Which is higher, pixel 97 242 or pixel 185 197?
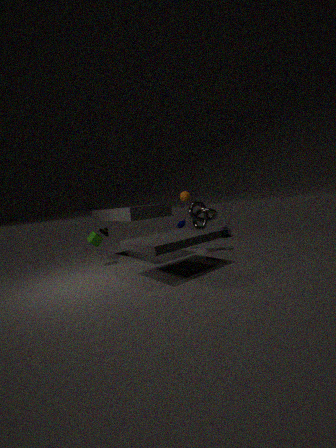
pixel 185 197
